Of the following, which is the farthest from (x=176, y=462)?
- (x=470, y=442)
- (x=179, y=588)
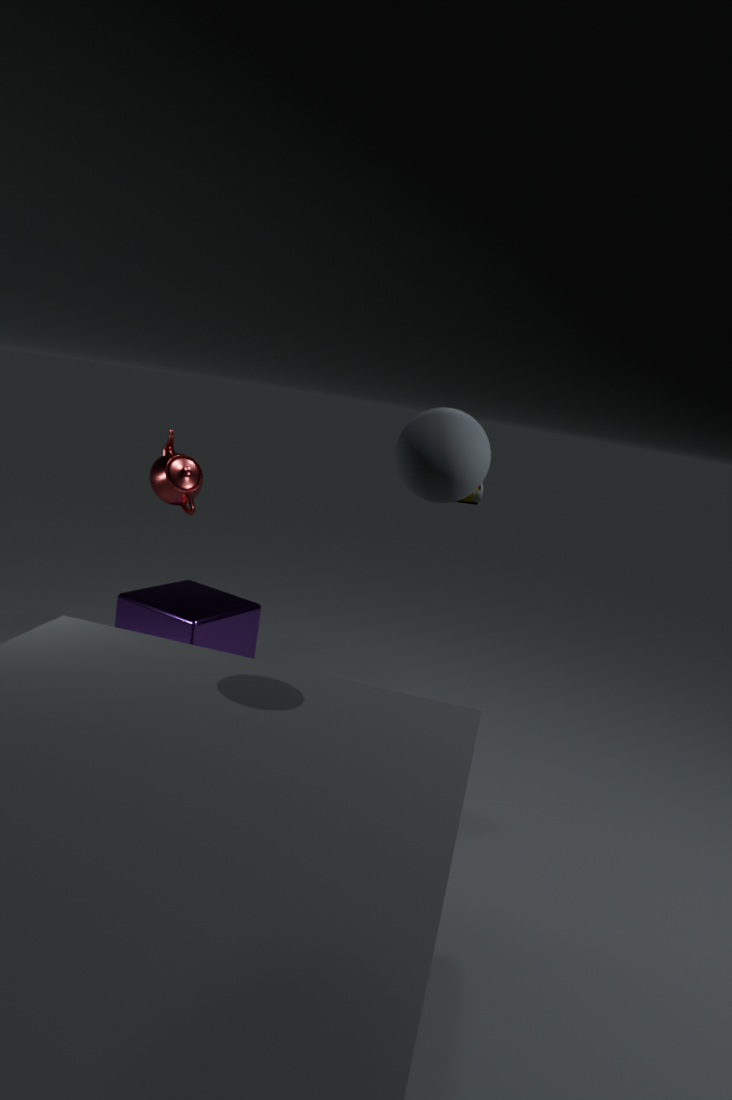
(x=470, y=442)
